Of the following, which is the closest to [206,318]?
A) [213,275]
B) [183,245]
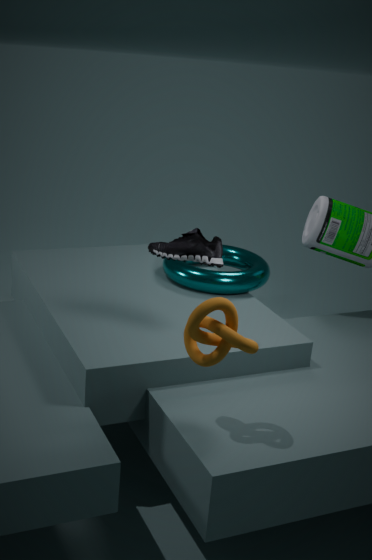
[183,245]
